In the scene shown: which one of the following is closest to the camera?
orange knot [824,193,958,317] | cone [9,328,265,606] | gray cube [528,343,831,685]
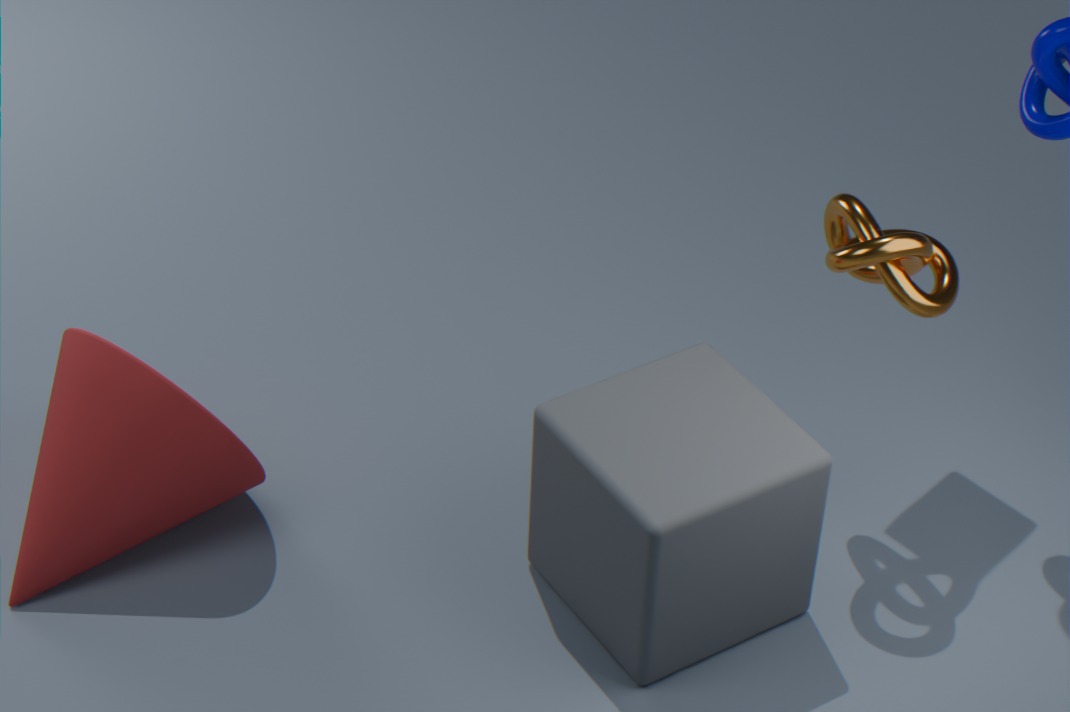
gray cube [528,343,831,685]
